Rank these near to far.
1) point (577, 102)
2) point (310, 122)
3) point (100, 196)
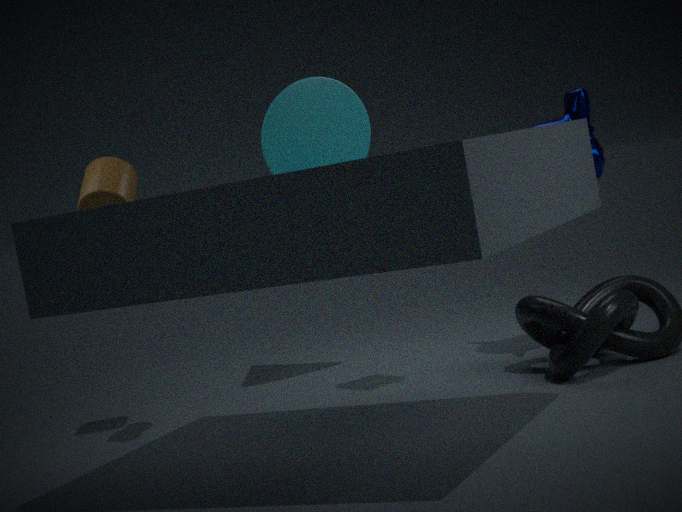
3. point (100, 196) < 1. point (577, 102) < 2. point (310, 122)
